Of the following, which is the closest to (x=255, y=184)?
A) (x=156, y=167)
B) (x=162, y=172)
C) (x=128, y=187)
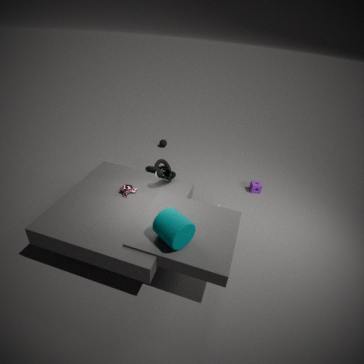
(x=156, y=167)
